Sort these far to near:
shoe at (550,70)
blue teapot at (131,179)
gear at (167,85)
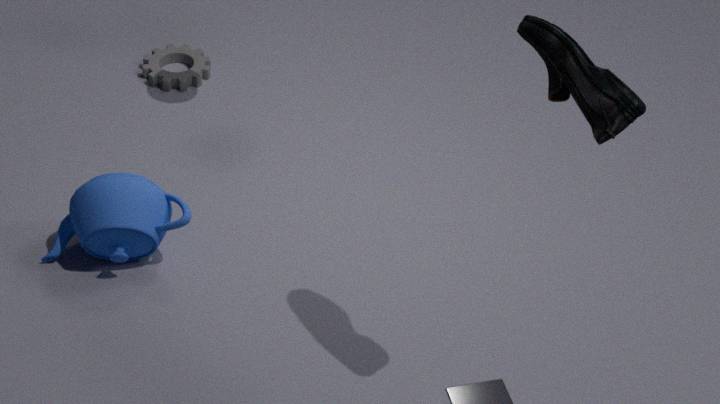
1. gear at (167,85)
2. blue teapot at (131,179)
3. shoe at (550,70)
